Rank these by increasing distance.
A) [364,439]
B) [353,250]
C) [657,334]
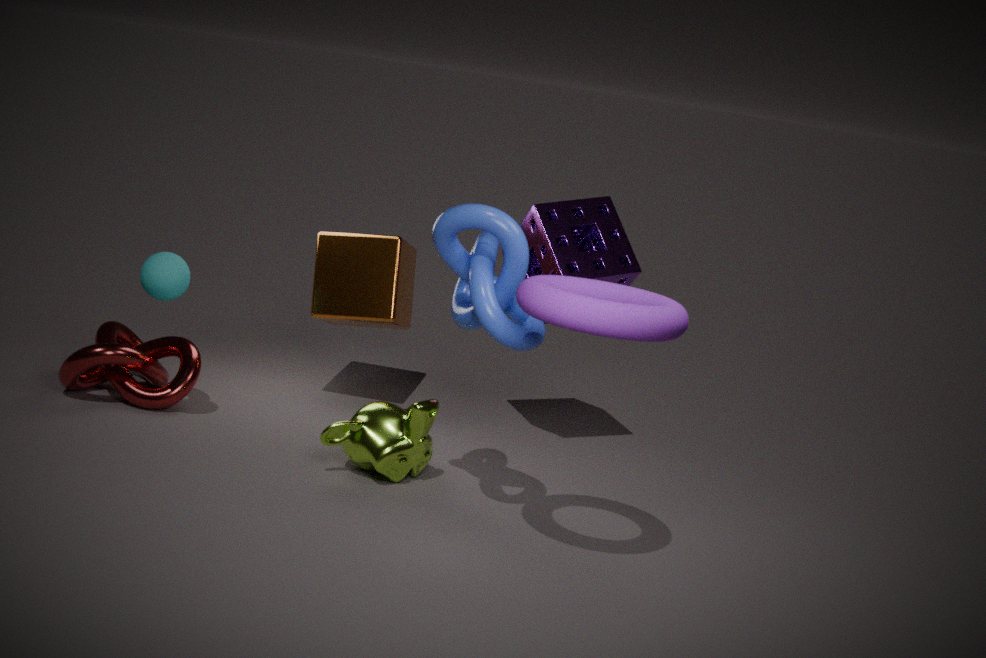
1. [657,334]
2. [364,439]
3. [353,250]
